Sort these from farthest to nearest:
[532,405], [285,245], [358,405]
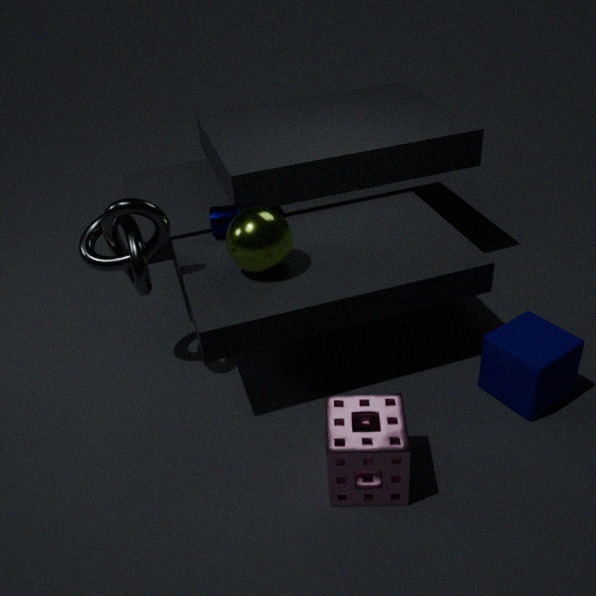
[285,245], [532,405], [358,405]
